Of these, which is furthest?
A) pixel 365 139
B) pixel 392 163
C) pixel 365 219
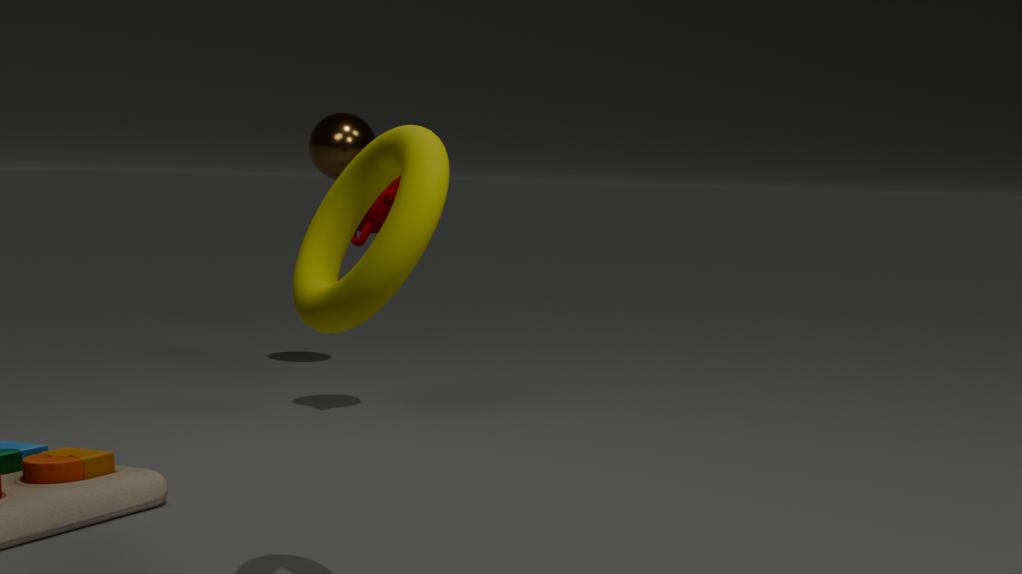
pixel 365 139
